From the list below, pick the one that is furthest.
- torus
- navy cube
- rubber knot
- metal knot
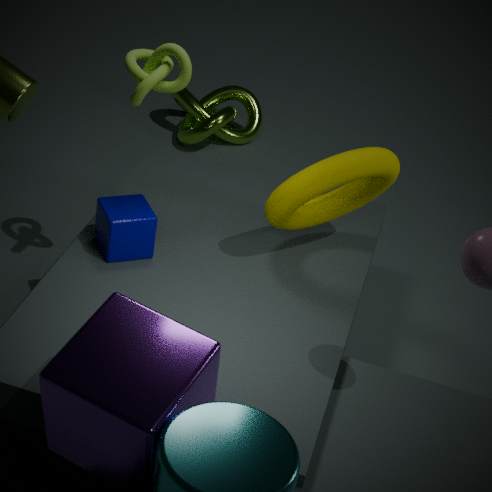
metal knot
